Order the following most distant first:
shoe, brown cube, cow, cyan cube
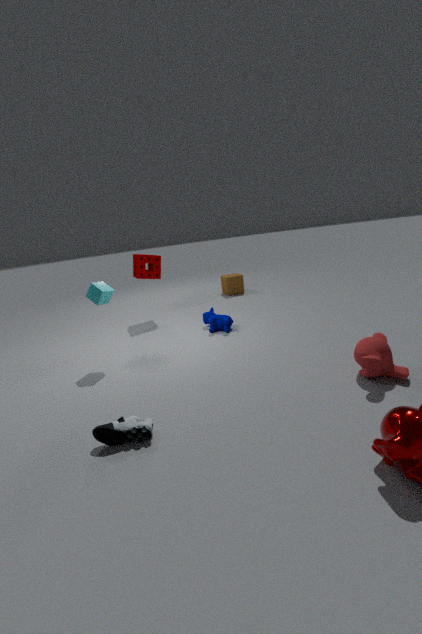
1. brown cube
2. cow
3. cyan cube
4. shoe
